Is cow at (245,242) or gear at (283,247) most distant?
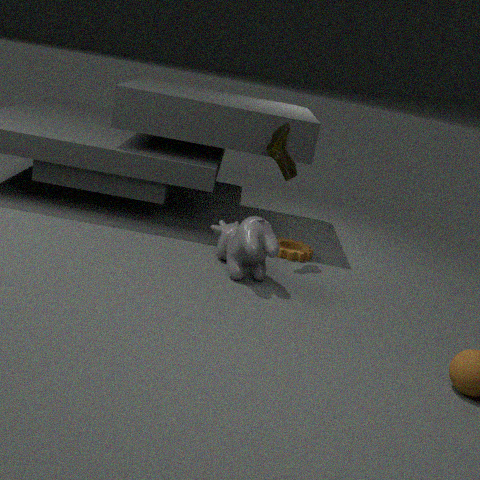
gear at (283,247)
